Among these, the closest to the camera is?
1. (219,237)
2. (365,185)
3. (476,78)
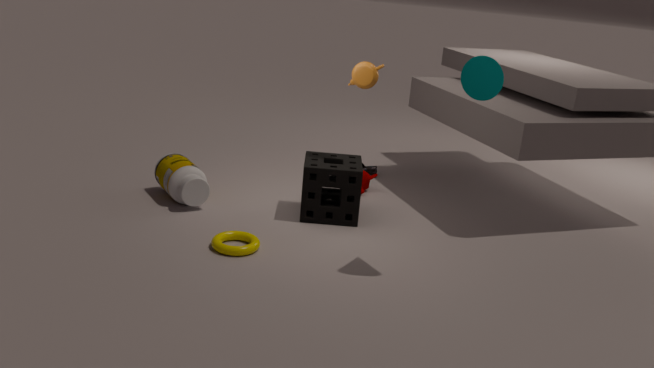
(476,78)
